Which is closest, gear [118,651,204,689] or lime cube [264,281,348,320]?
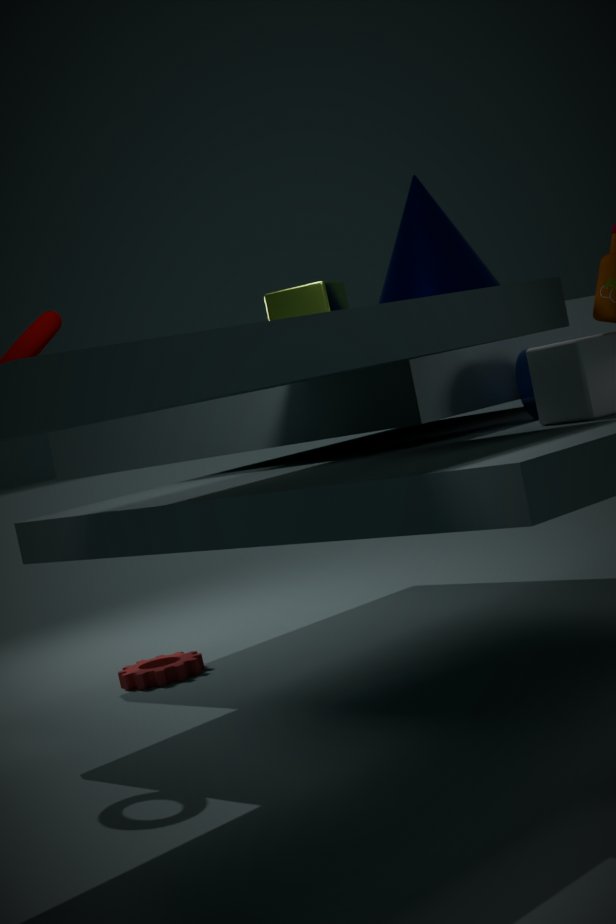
lime cube [264,281,348,320]
